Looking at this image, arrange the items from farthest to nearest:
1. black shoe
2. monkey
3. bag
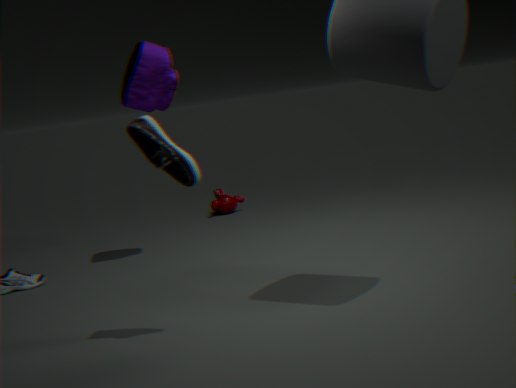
monkey, bag, black shoe
